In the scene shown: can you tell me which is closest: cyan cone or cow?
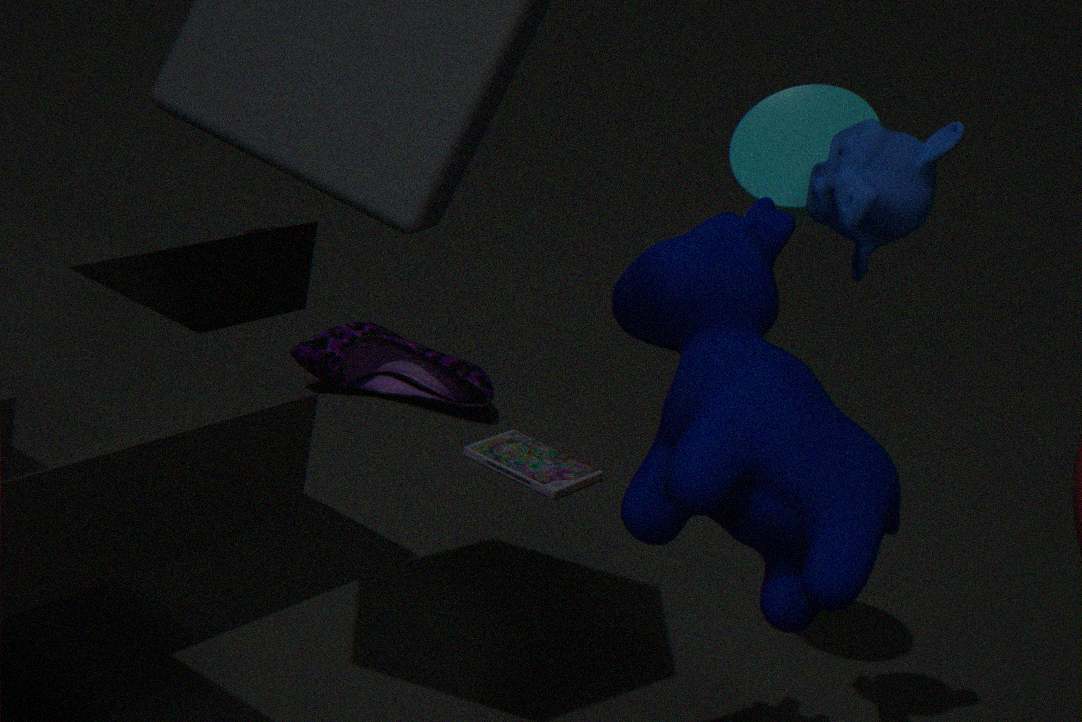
cow
